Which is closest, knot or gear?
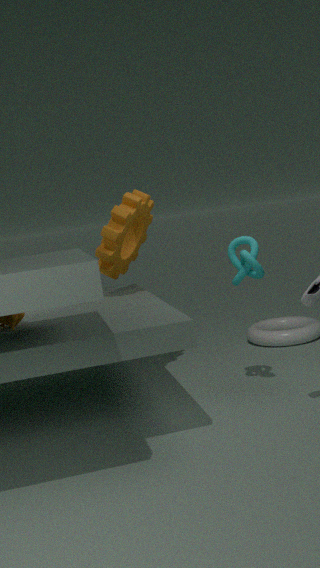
knot
